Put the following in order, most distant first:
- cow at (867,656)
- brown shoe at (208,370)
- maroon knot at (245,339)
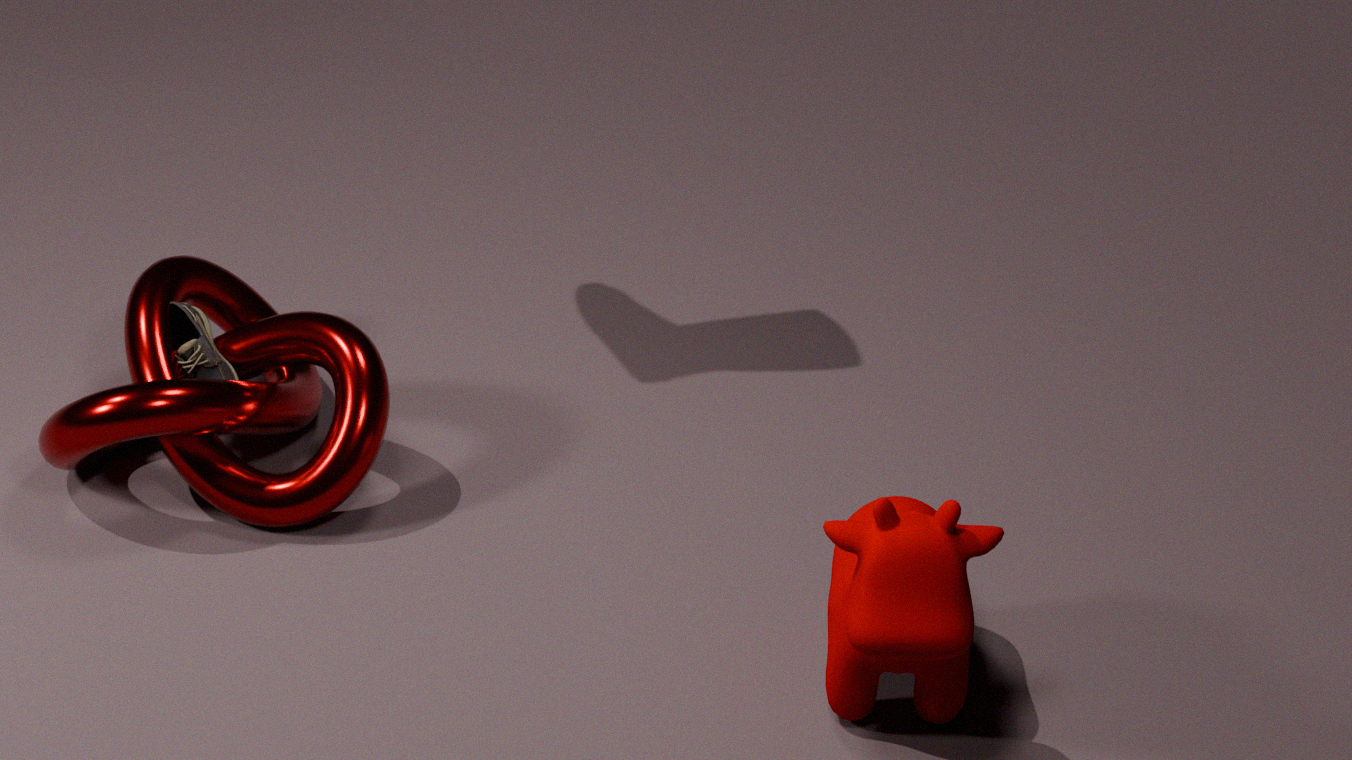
brown shoe at (208,370), maroon knot at (245,339), cow at (867,656)
